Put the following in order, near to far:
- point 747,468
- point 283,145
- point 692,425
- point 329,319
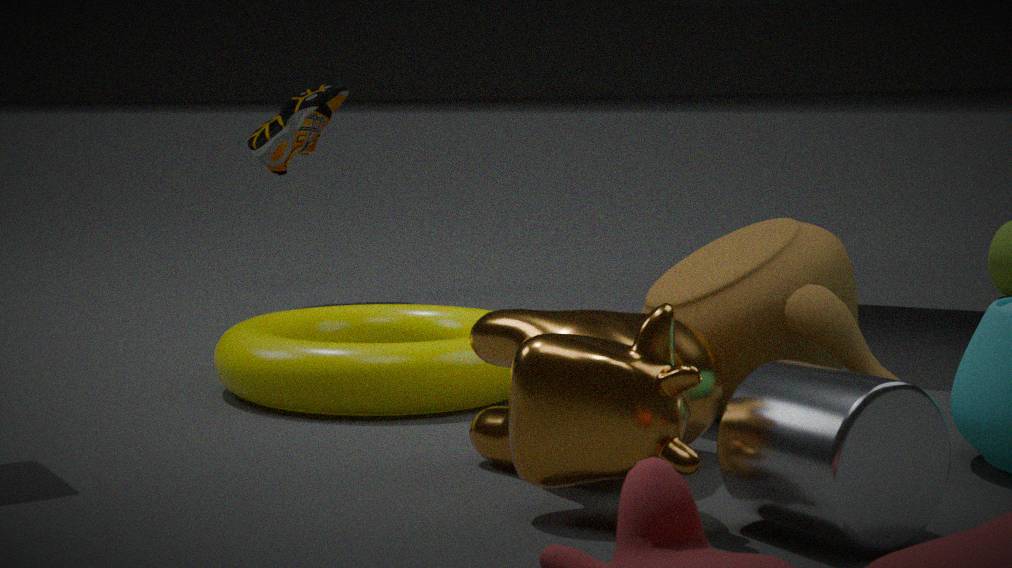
point 747,468 < point 692,425 < point 329,319 < point 283,145
